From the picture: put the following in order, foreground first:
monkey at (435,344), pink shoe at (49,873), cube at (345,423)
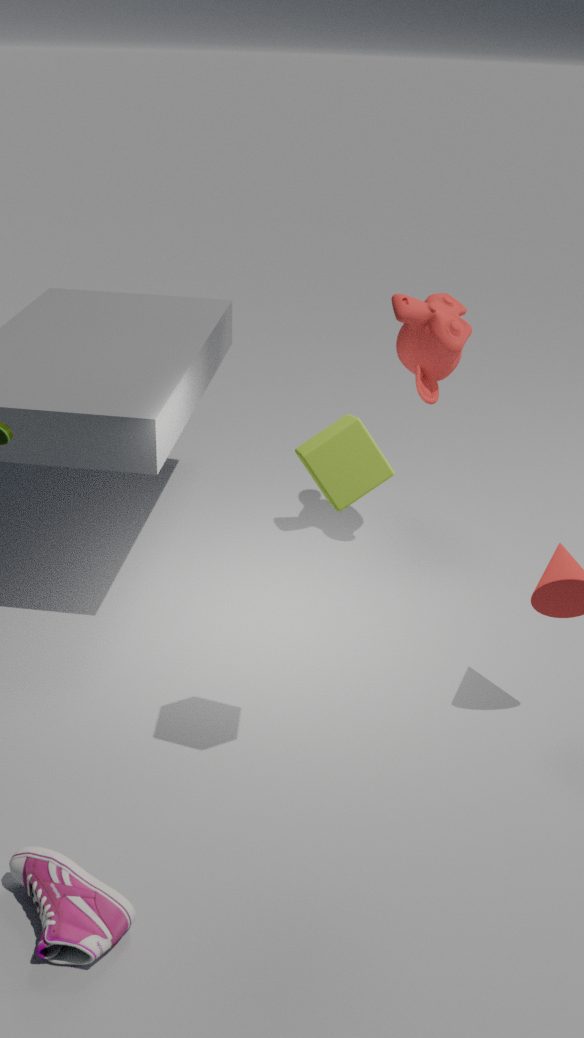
1. pink shoe at (49,873)
2. cube at (345,423)
3. monkey at (435,344)
